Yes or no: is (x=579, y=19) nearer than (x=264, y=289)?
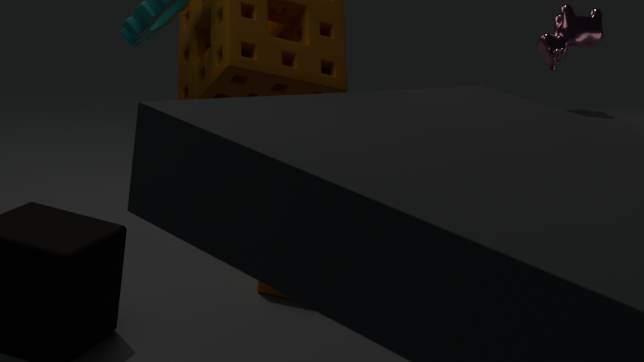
Yes
